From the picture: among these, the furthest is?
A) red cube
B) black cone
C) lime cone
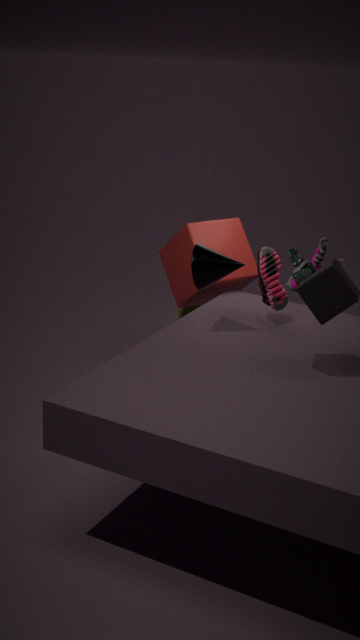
lime cone
